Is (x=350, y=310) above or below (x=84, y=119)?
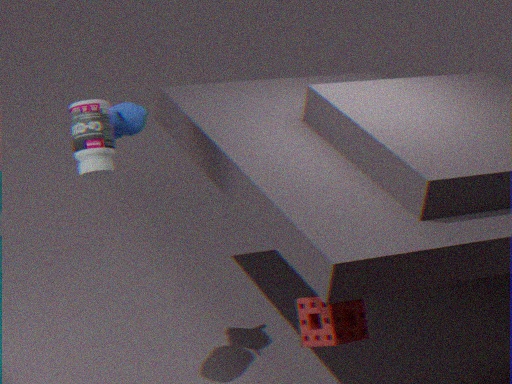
below
